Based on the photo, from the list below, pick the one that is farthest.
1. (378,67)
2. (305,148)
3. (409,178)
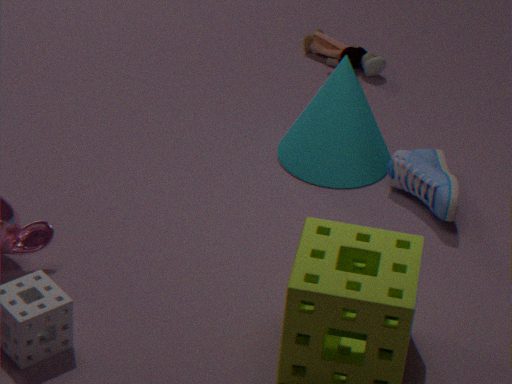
→ (378,67)
